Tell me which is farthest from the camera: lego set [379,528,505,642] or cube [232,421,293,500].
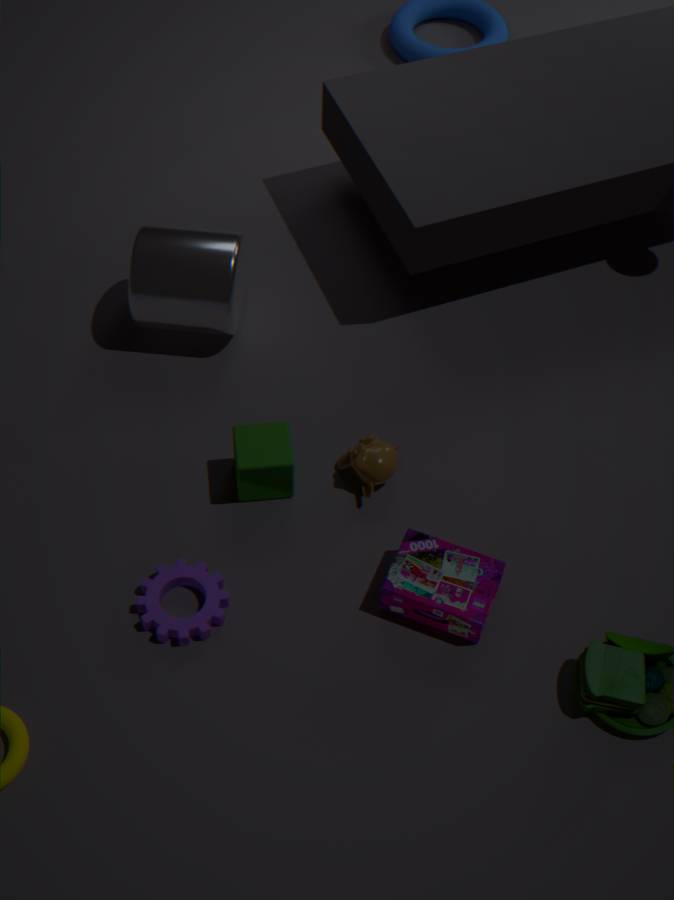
cube [232,421,293,500]
